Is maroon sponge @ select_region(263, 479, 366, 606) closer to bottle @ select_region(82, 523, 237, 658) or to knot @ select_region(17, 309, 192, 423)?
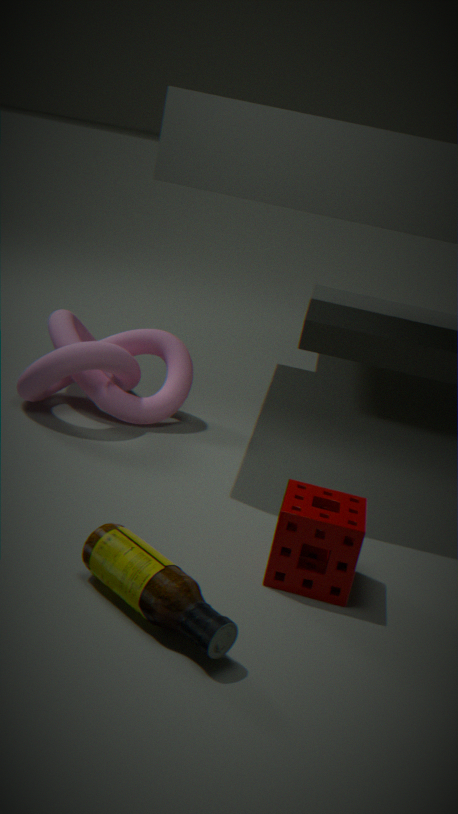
bottle @ select_region(82, 523, 237, 658)
